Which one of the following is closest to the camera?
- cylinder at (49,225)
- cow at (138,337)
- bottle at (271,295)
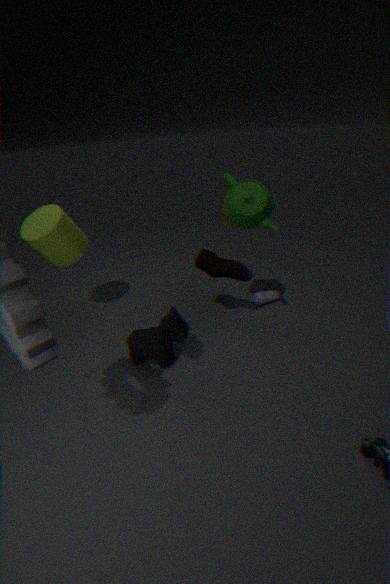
cow at (138,337)
